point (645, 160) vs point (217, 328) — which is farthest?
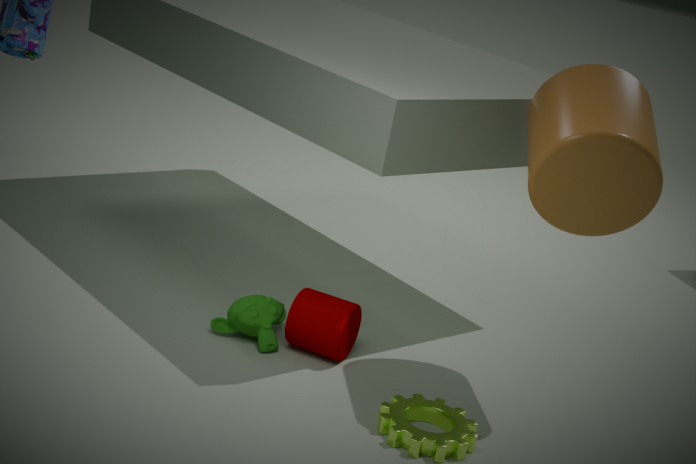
point (217, 328)
